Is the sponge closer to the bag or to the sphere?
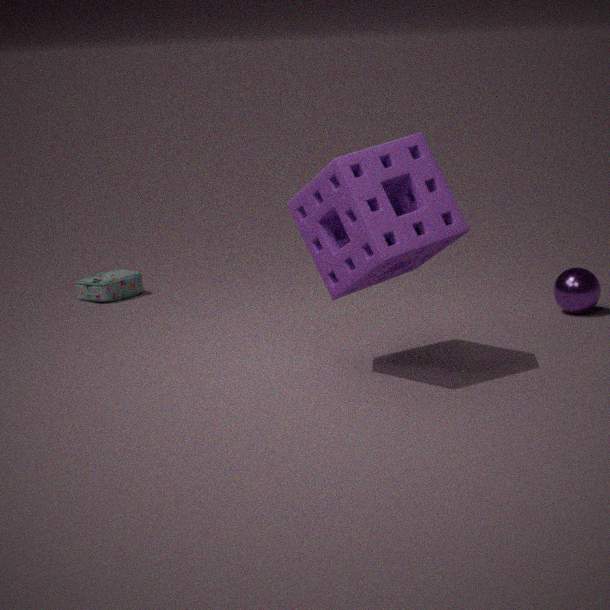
the sphere
